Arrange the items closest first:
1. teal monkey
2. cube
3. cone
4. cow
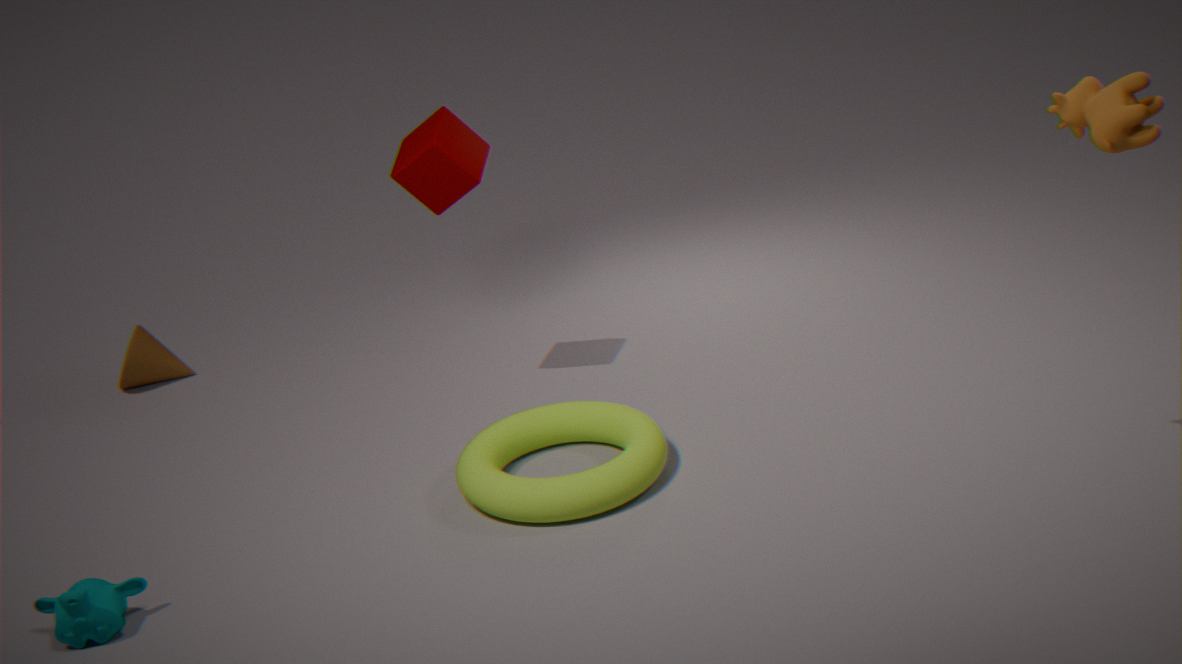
1. cow
2. teal monkey
3. cube
4. cone
